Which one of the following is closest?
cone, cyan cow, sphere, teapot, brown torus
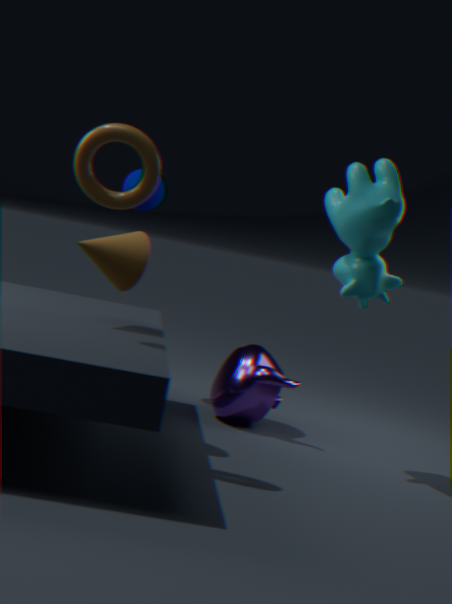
brown torus
